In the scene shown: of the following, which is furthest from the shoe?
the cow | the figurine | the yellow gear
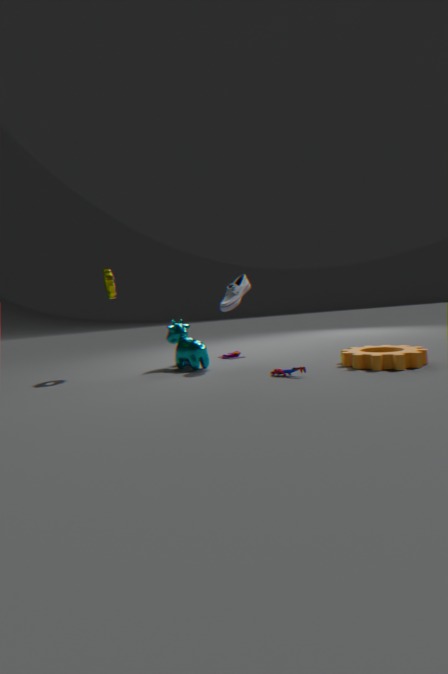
the yellow gear
